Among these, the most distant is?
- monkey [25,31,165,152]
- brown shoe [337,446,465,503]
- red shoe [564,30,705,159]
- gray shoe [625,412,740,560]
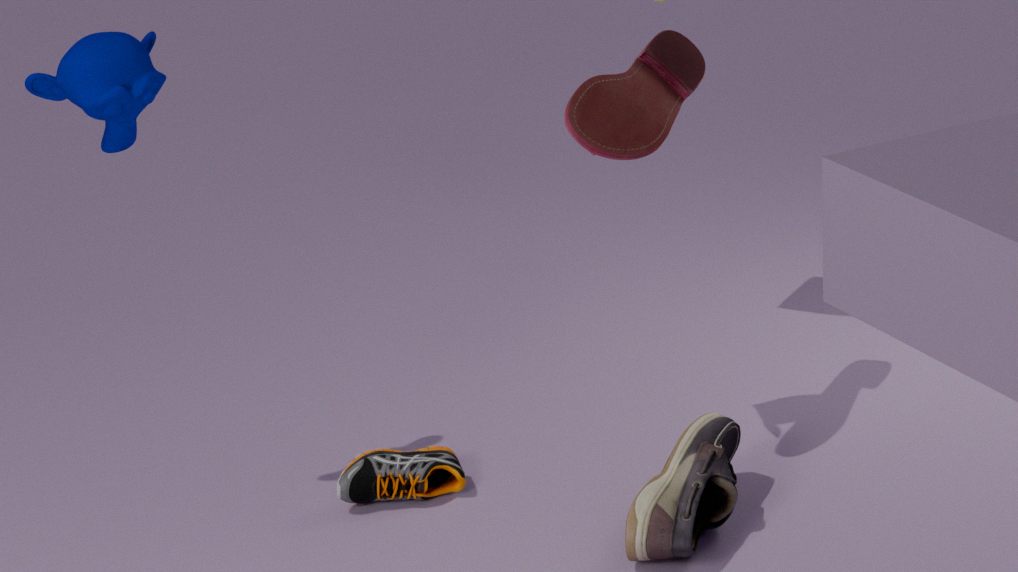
brown shoe [337,446,465,503]
